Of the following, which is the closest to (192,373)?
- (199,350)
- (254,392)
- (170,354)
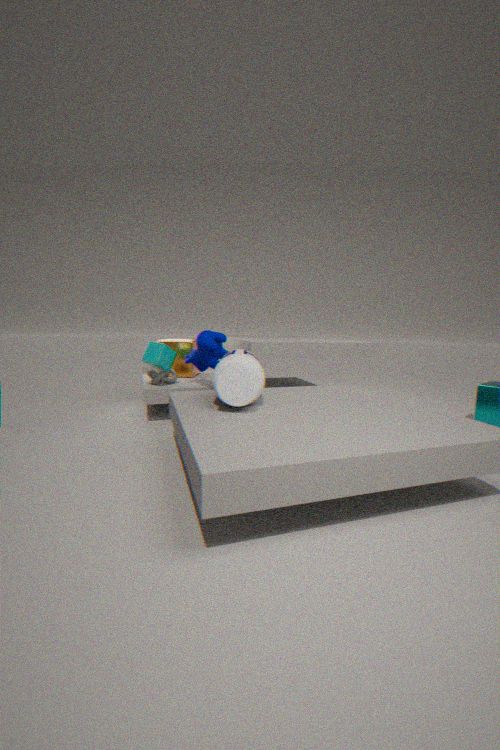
(170,354)
